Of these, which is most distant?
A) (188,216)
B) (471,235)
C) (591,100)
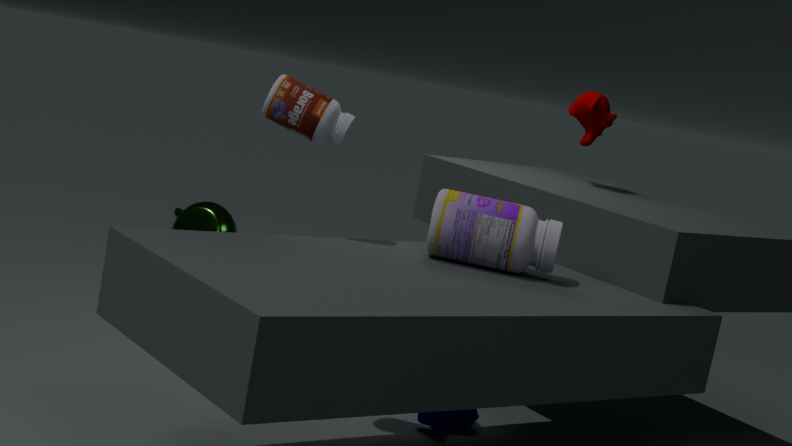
(188,216)
